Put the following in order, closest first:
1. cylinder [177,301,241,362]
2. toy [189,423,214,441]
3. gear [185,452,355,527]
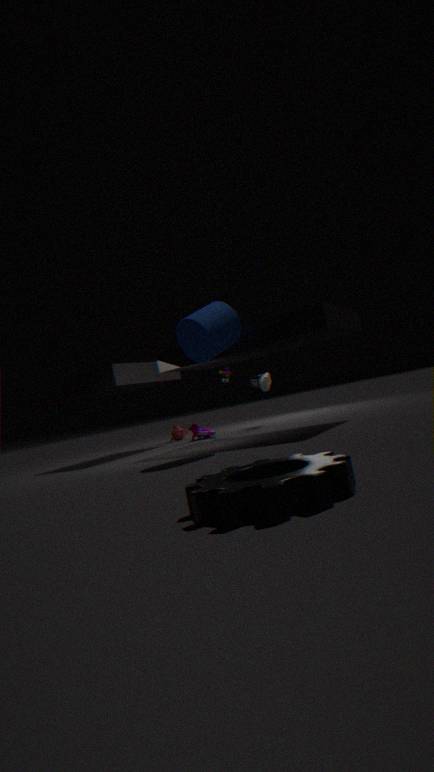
1. gear [185,452,355,527]
2. cylinder [177,301,241,362]
3. toy [189,423,214,441]
